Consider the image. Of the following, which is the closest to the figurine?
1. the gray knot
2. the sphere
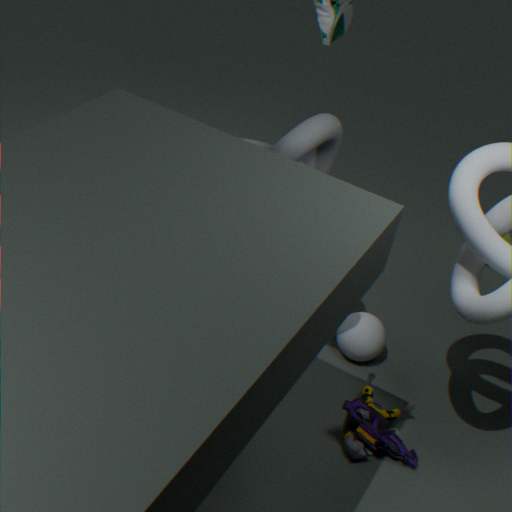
the sphere
